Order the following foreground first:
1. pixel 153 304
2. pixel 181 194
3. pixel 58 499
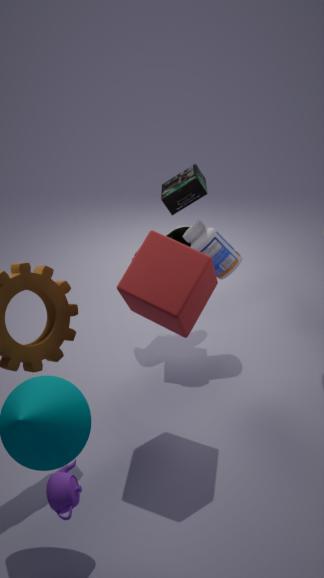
pixel 58 499, pixel 153 304, pixel 181 194
